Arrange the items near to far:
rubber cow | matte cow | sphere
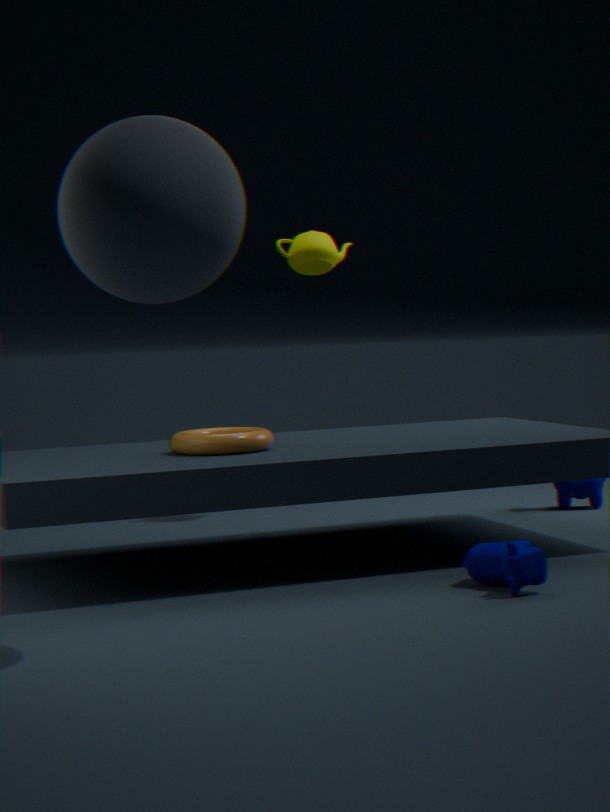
sphere < rubber cow < matte cow
